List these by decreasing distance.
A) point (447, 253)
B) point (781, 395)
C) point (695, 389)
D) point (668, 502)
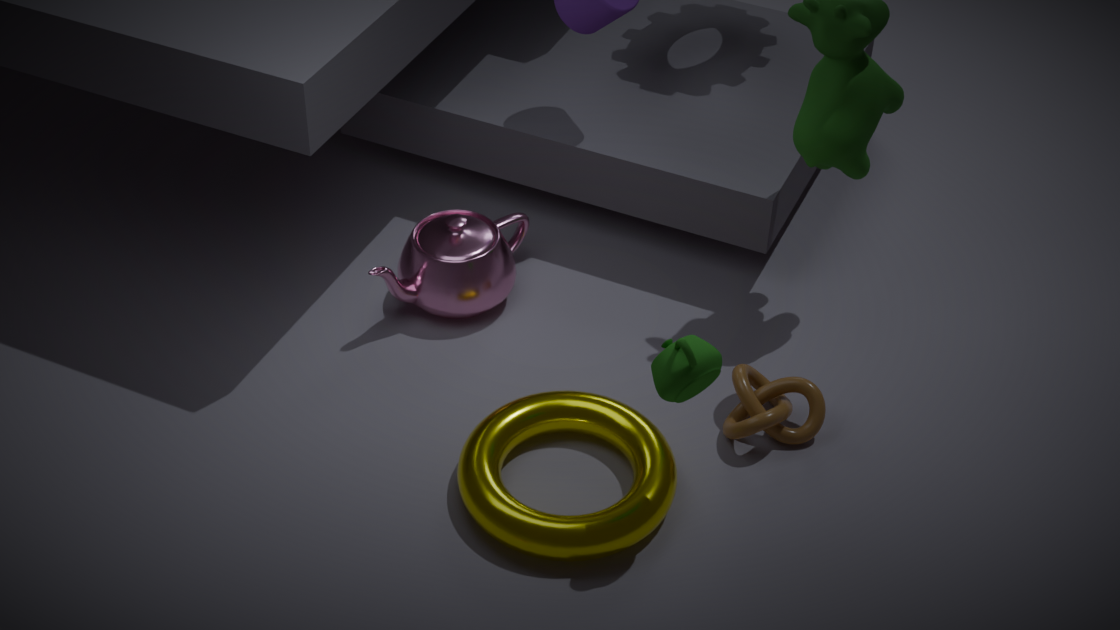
point (447, 253)
point (781, 395)
point (668, 502)
point (695, 389)
